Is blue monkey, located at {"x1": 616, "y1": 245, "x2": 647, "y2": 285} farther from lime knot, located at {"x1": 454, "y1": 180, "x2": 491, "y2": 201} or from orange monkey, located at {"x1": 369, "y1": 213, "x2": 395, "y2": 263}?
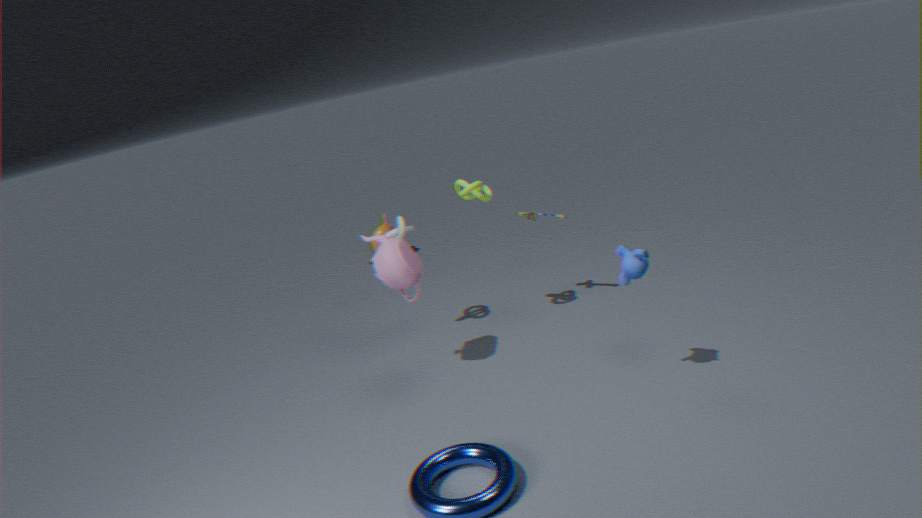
orange monkey, located at {"x1": 369, "y1": 213, "x2": 395, "y2": 263}
